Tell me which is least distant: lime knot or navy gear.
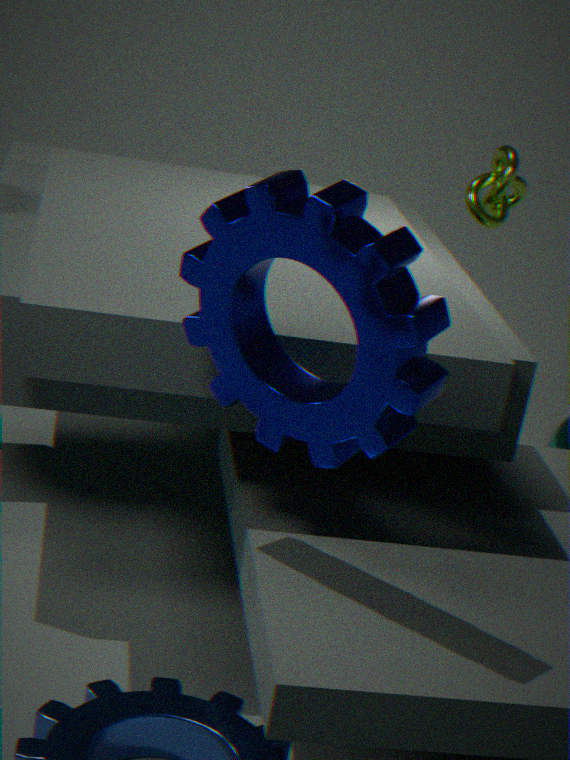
navy gear
